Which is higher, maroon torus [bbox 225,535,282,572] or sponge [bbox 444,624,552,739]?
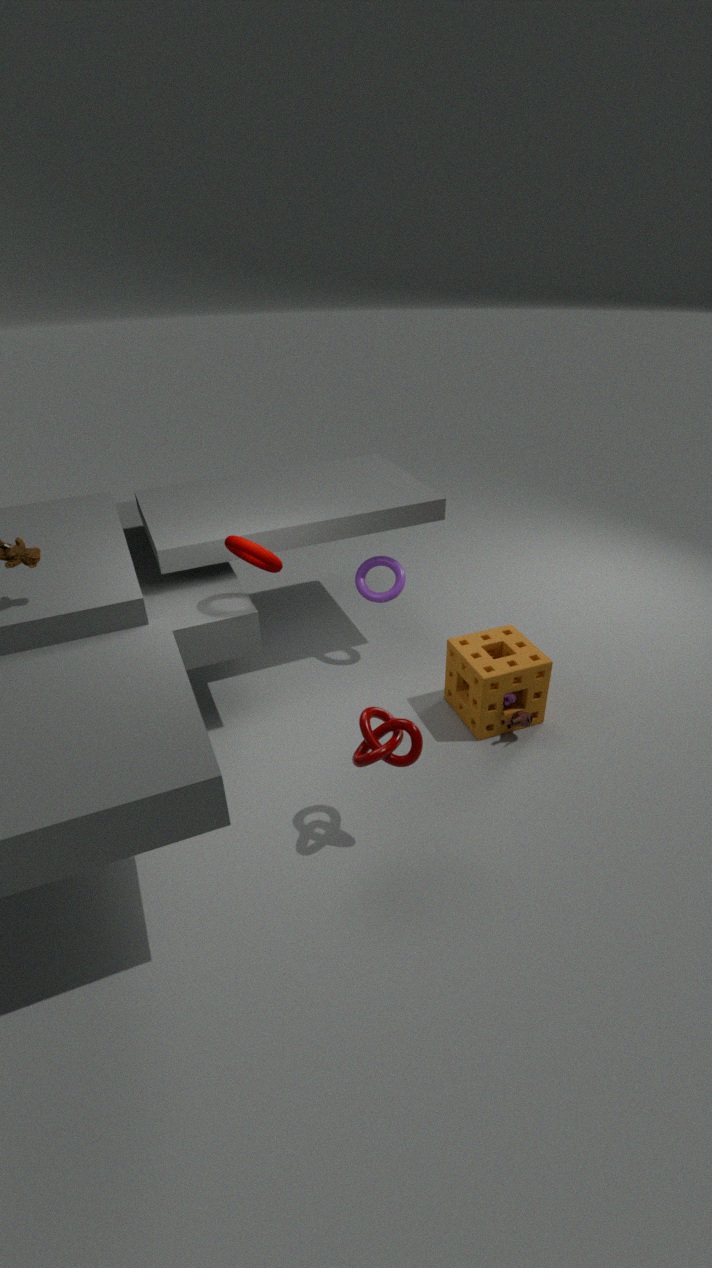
maroon torus [bbox 225,535,282,572]
